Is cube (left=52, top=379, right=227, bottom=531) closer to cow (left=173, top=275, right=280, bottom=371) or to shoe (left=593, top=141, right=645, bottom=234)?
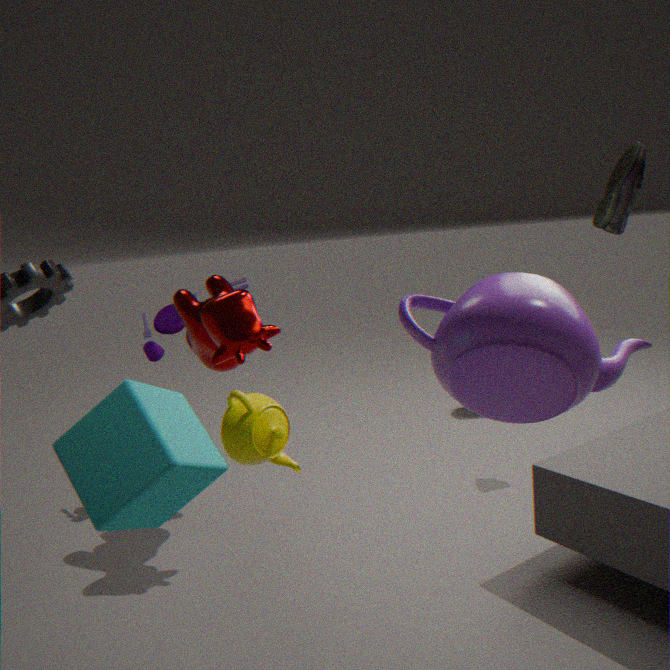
cow (left=173, top=275, right=280, bottom=371)
